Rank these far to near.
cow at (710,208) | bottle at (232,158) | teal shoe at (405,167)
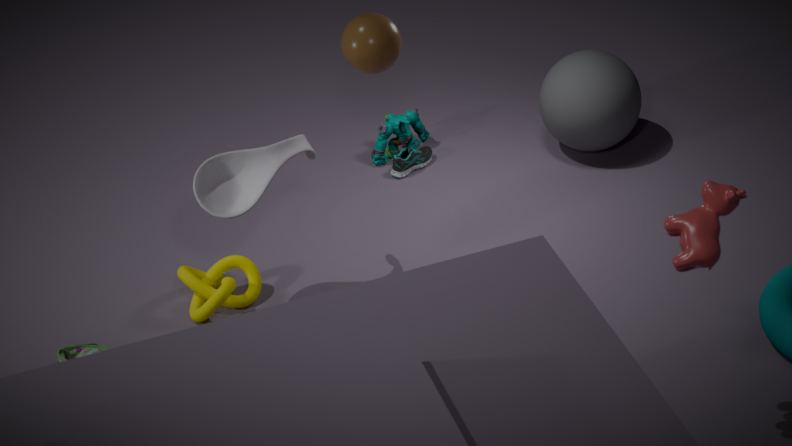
1. teal shoe at (405,167)
2. bottle at (232,158)
3. cow at (710,208)
